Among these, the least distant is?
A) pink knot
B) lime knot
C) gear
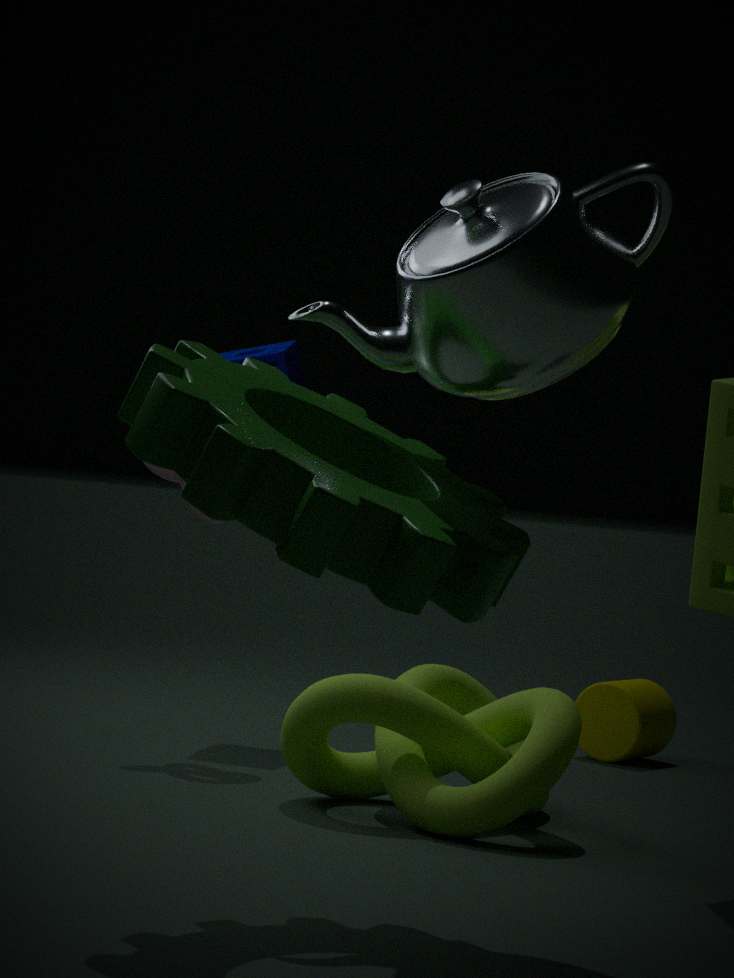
gear
